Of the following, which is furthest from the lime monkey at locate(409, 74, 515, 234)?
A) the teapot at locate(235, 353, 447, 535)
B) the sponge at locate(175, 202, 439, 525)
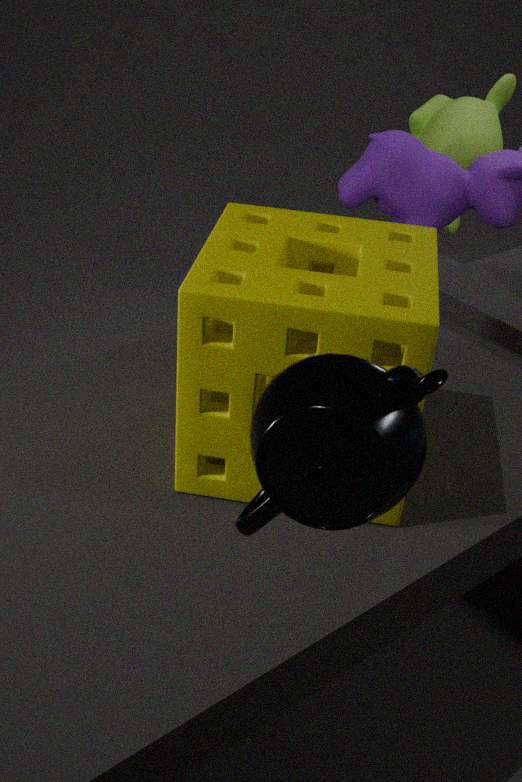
the teapot at locate(235, 353, 447, 535)
